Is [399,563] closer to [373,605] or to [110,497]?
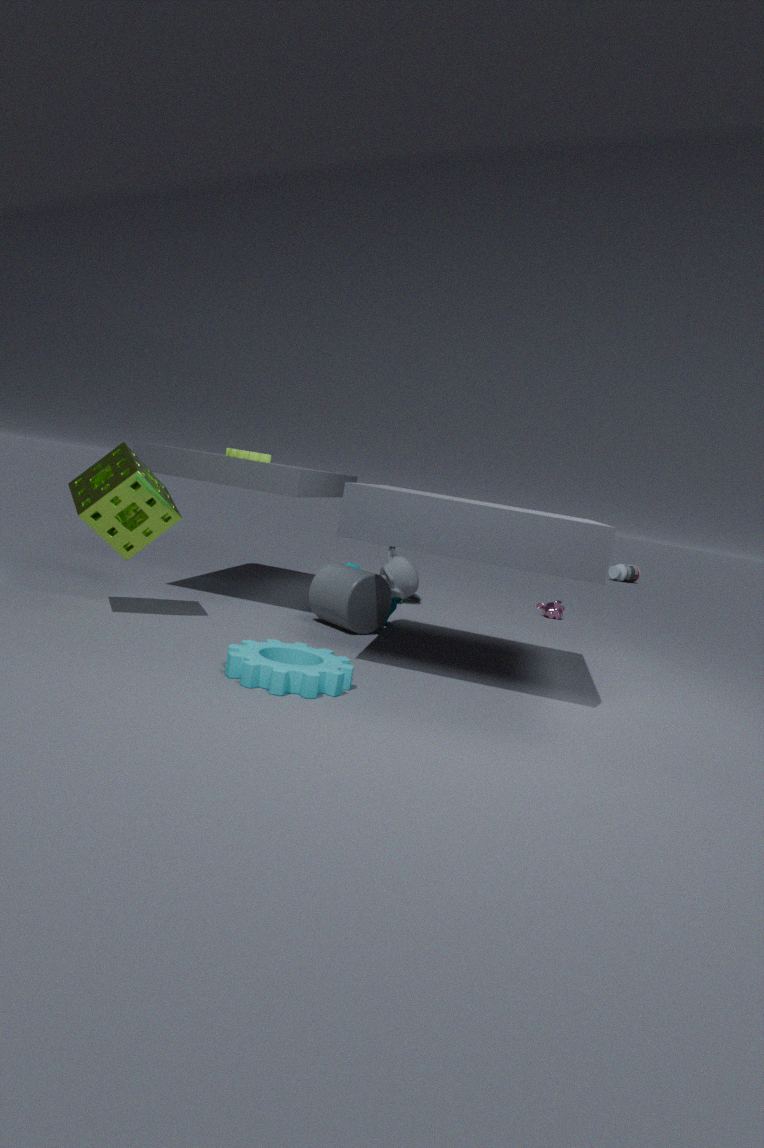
[373,605]
